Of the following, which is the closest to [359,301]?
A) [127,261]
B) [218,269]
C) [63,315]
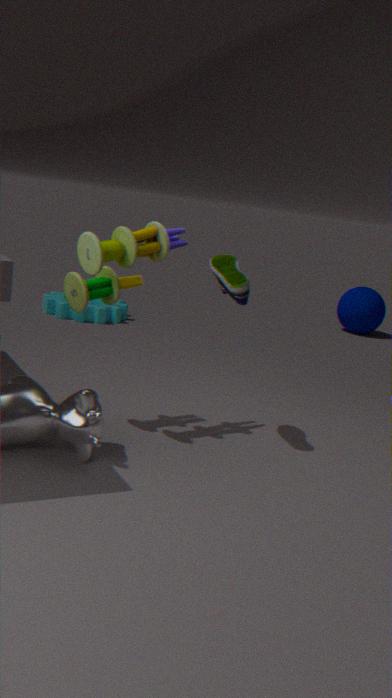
[63,315]
